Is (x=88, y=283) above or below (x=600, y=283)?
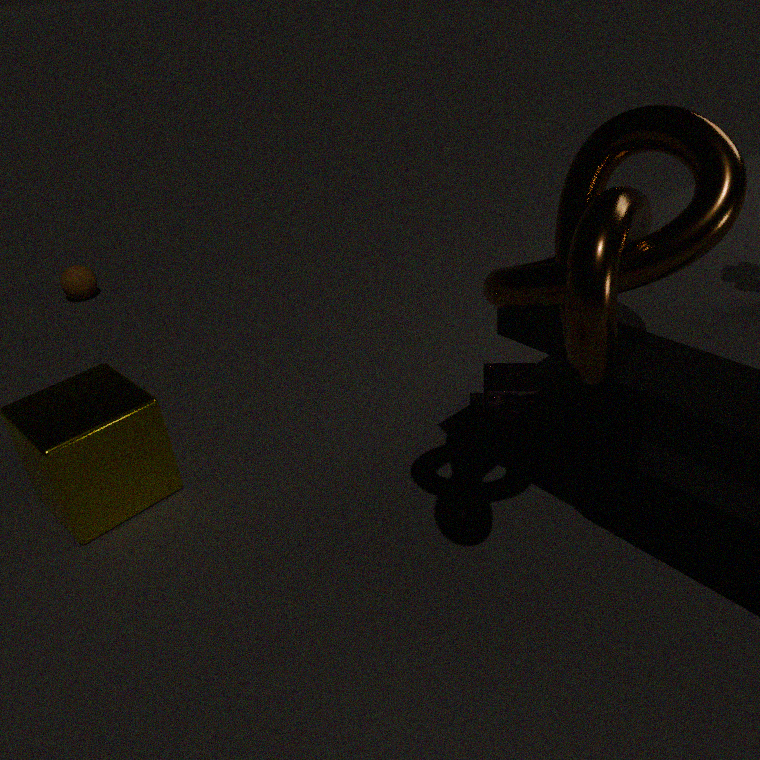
below
